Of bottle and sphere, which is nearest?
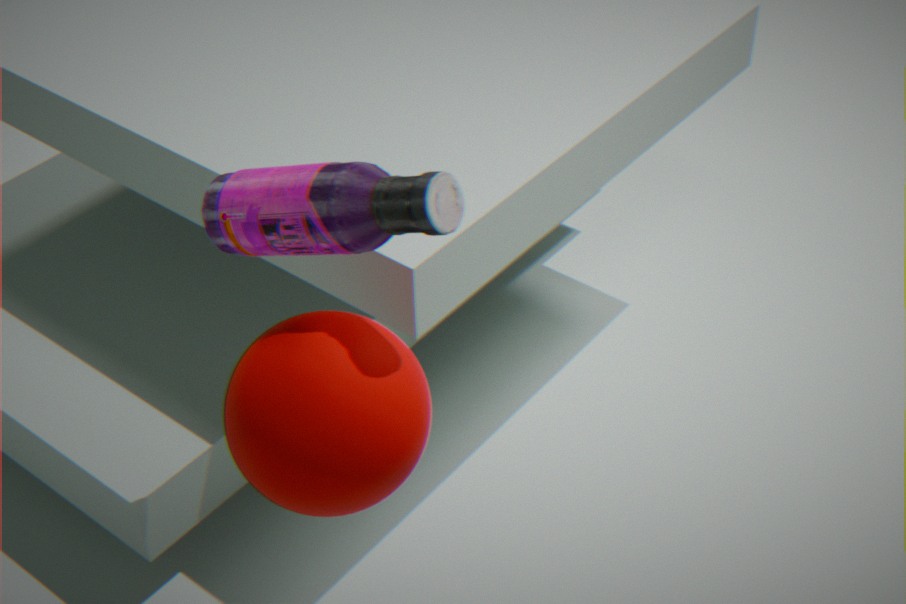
bottle
